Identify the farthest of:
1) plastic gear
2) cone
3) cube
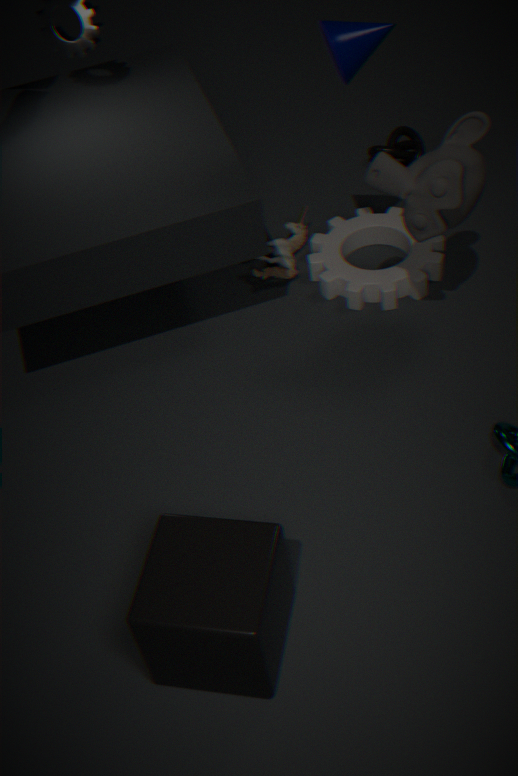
1. plastic gear
